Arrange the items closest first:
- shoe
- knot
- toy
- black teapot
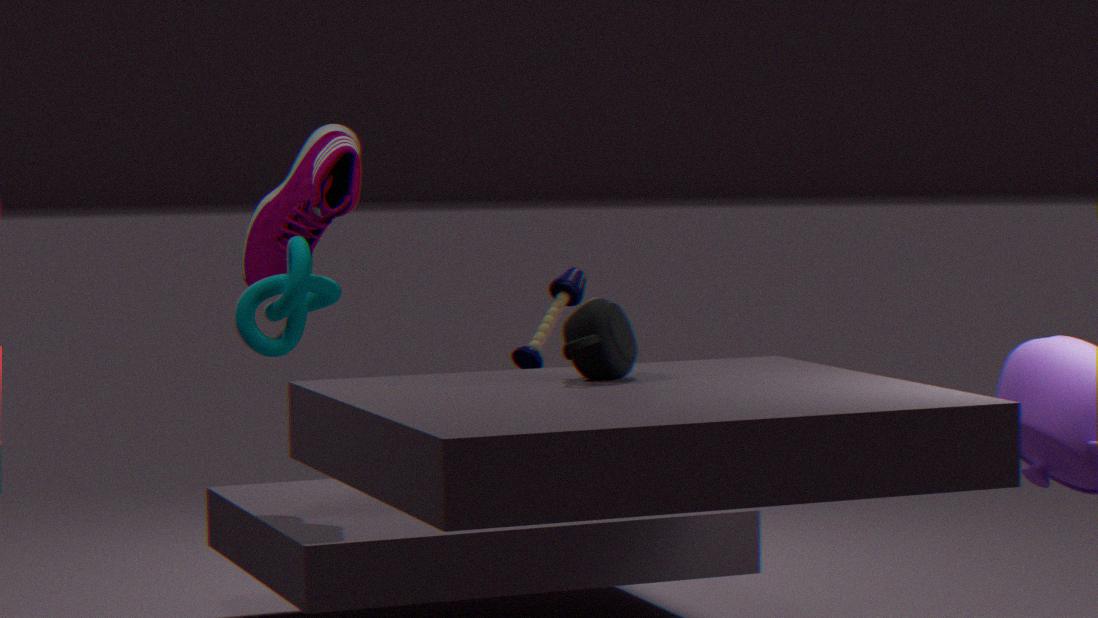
black teapot → knot → toy → shoe
